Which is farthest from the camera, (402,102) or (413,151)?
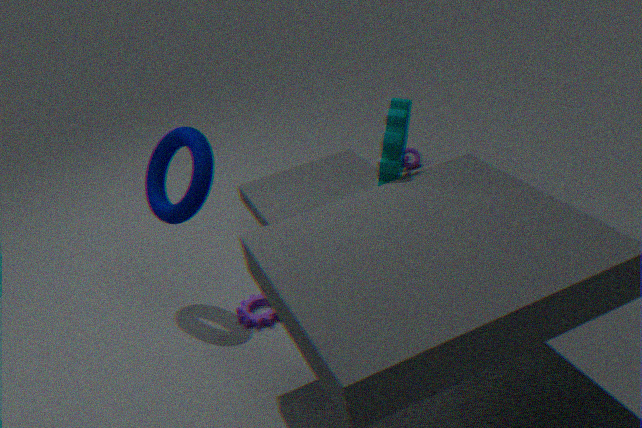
(413,151)
